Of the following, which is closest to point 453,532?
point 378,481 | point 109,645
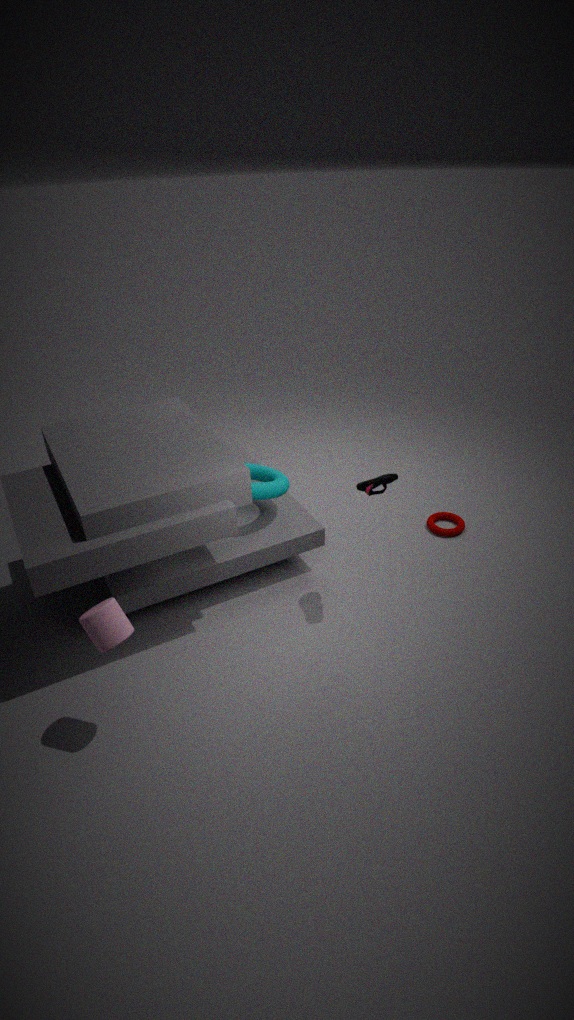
point 378,481
